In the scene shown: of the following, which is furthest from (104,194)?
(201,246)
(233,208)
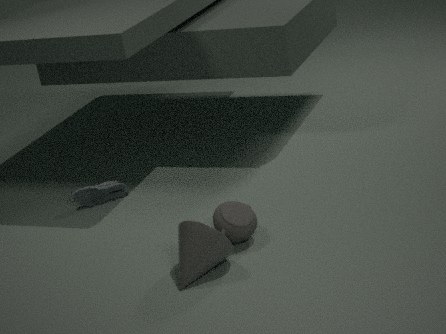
(201,246)
